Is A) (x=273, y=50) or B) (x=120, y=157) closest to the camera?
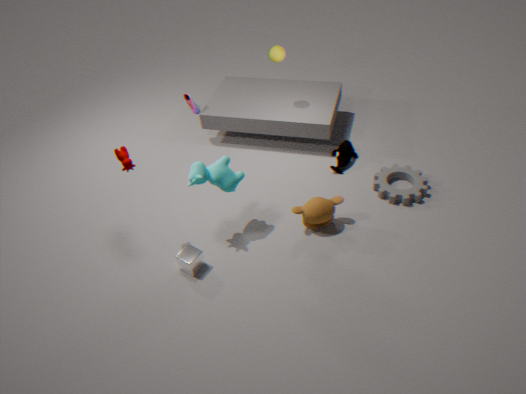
B. (x=120, y=157)
